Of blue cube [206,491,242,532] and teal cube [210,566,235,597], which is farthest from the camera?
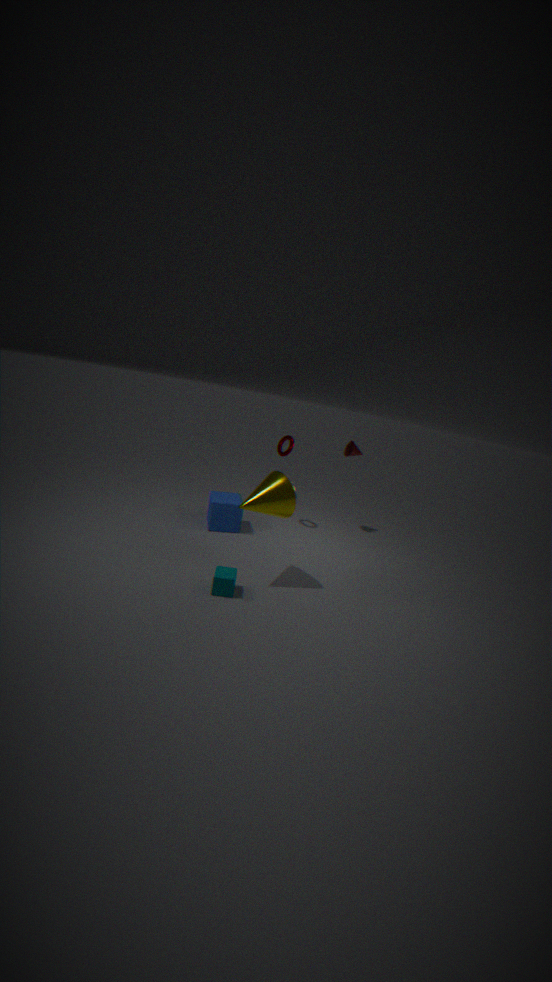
blue cube [206,491,242,532]
